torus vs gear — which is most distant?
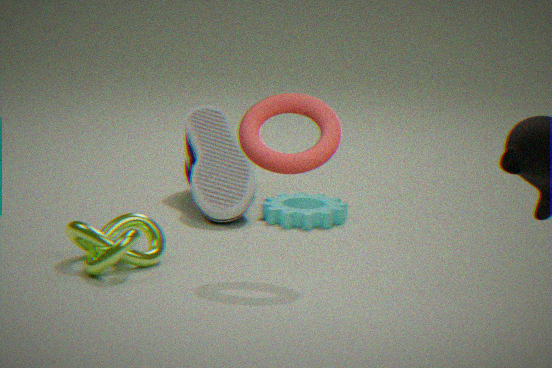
gear
